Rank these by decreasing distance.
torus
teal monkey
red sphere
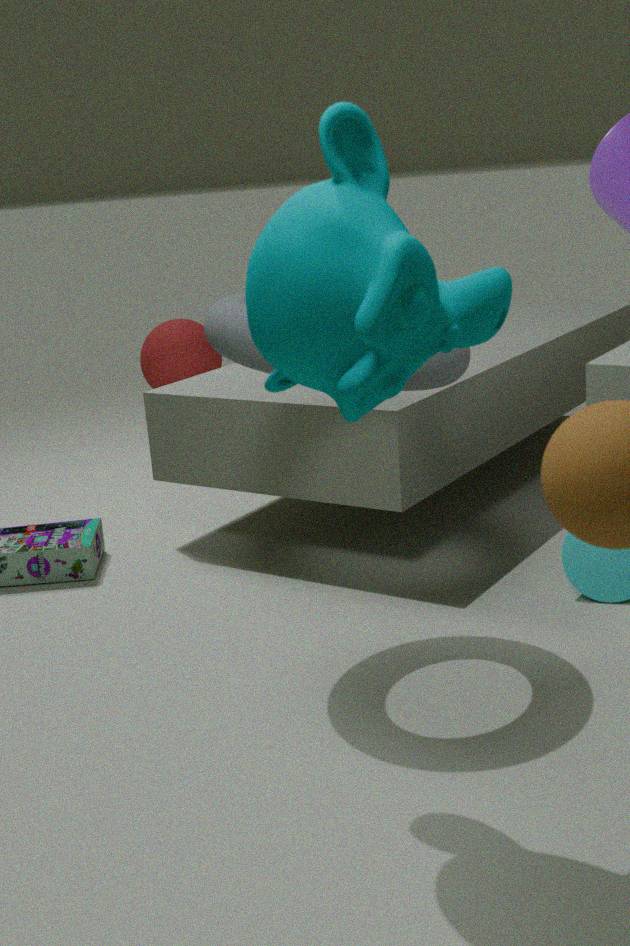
red sphere
torus
teal monkey
